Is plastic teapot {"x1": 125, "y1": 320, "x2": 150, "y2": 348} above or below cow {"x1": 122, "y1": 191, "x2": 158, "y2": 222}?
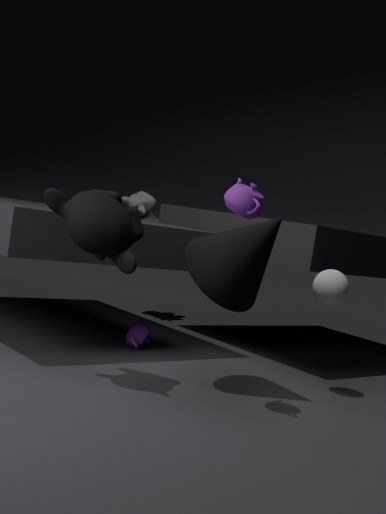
below
